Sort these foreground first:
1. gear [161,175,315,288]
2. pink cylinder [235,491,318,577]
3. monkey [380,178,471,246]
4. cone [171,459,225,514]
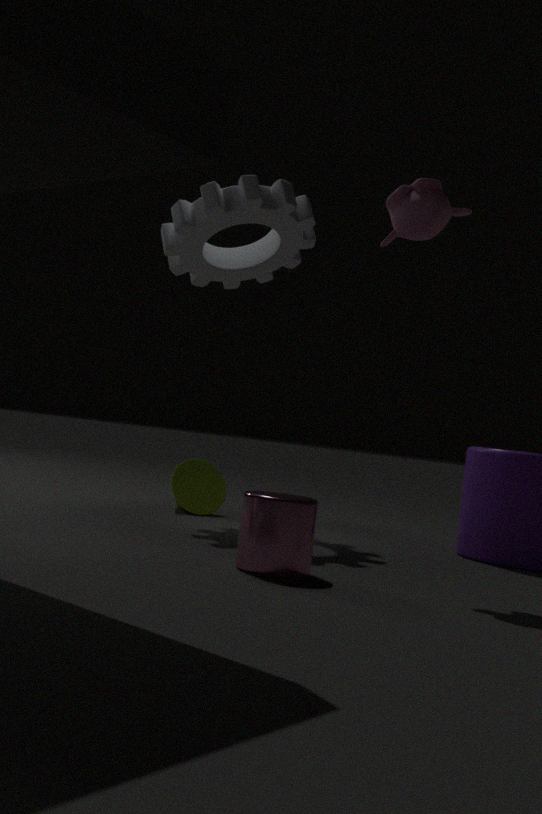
pink cylinder [235,491,318,577] < monkey [380,178,471,246] < gear [161,175,315,288] < cone [171,459,225,514]
